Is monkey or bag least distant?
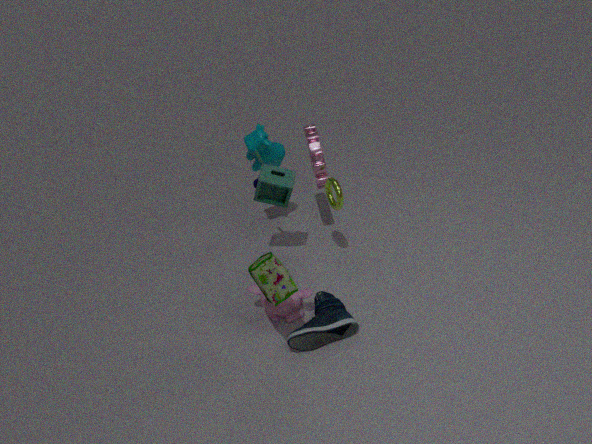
bag
